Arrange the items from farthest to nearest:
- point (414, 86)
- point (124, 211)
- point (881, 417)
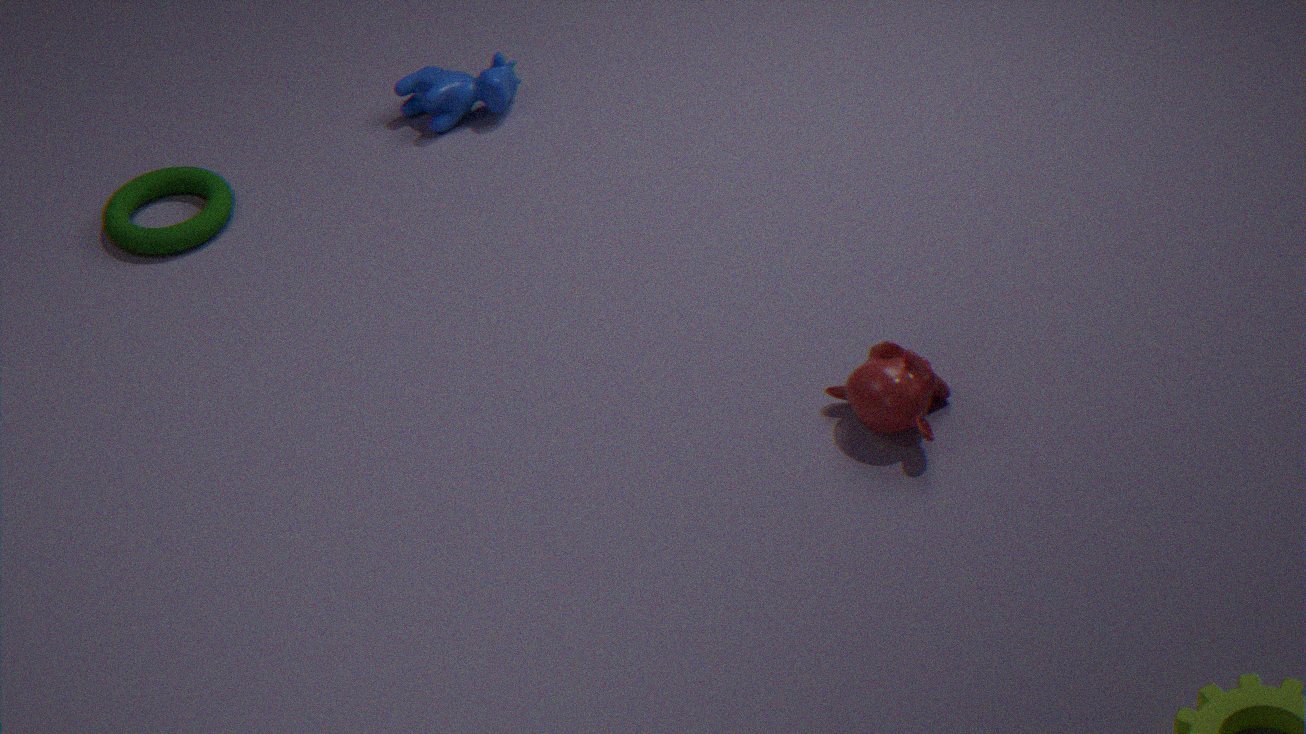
point (414, 86)
point (124, 211)
point (881, 417)
